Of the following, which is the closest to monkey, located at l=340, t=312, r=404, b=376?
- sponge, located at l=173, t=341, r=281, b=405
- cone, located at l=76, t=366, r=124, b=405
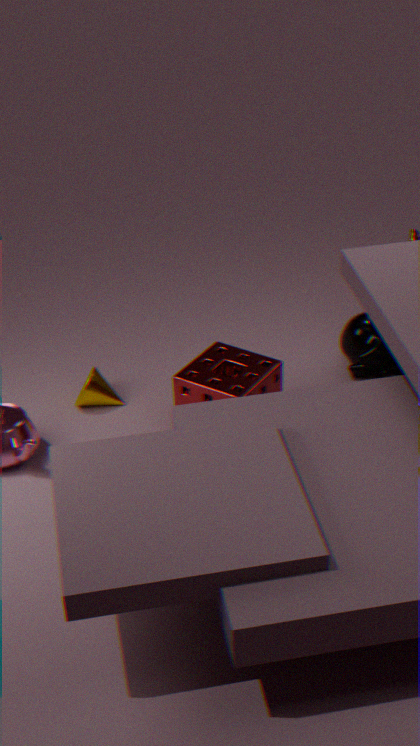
sponge, located at l=173, t=341, r=281, b=405
